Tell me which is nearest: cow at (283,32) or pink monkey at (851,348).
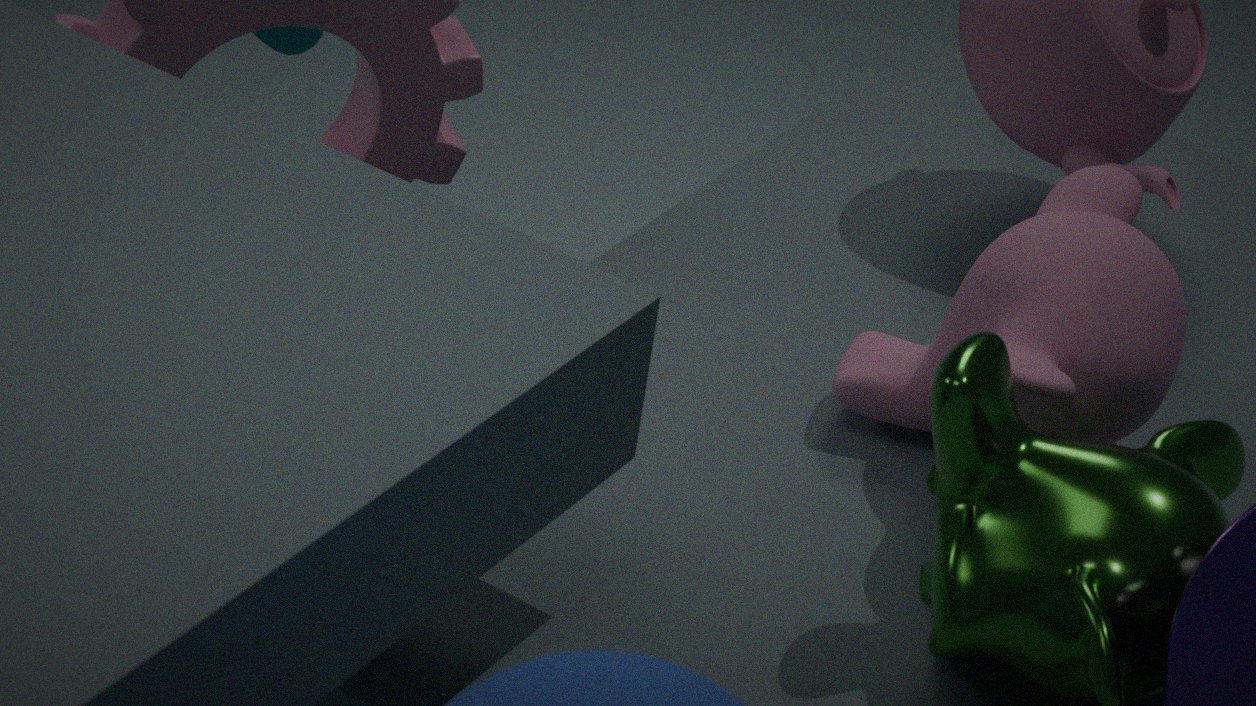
pink monkey at (851,348)
